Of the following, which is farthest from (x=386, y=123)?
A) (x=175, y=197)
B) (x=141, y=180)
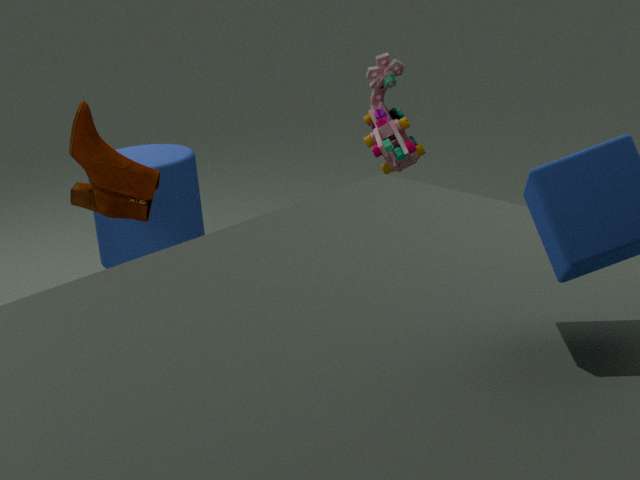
(x=141, y=180)
